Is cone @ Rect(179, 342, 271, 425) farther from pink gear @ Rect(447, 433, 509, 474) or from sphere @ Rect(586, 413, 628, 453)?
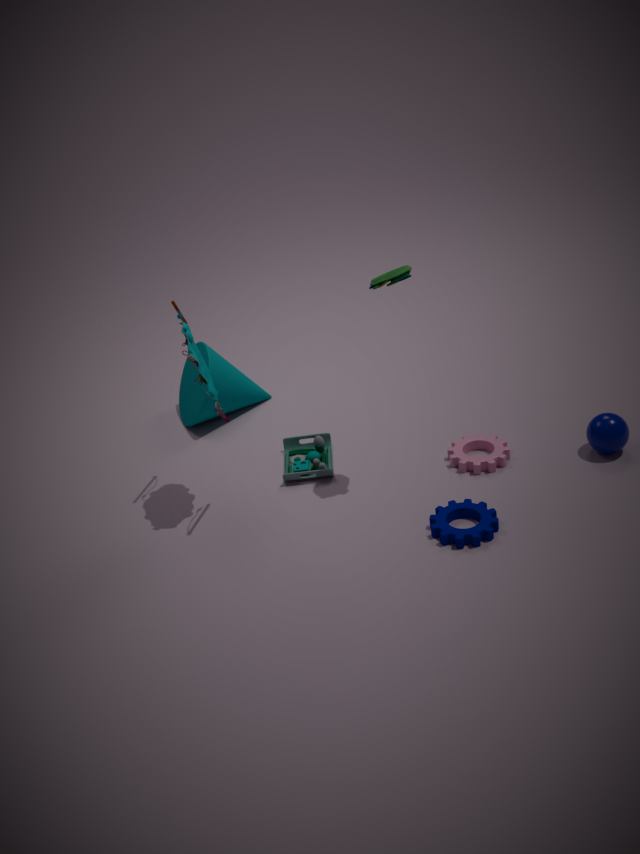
sphere @ Rect(586, 413, 628, 453)
